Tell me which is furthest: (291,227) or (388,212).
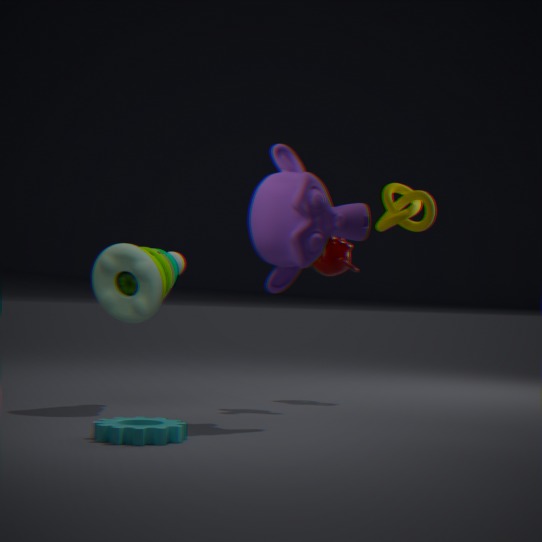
(388,212)
